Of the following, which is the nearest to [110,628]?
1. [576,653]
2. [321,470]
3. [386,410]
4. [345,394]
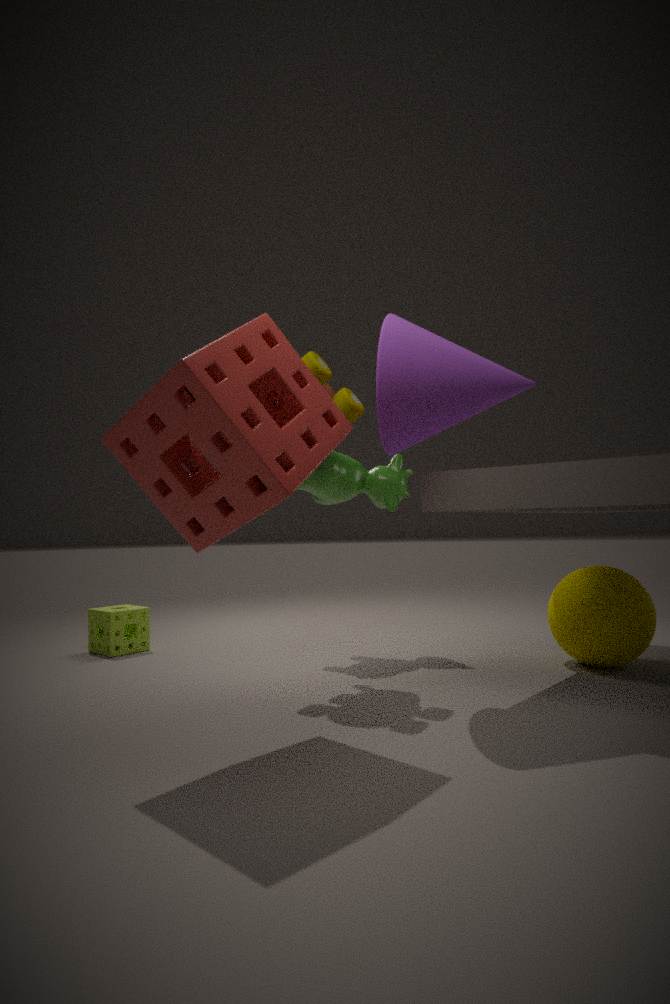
[321,470]
